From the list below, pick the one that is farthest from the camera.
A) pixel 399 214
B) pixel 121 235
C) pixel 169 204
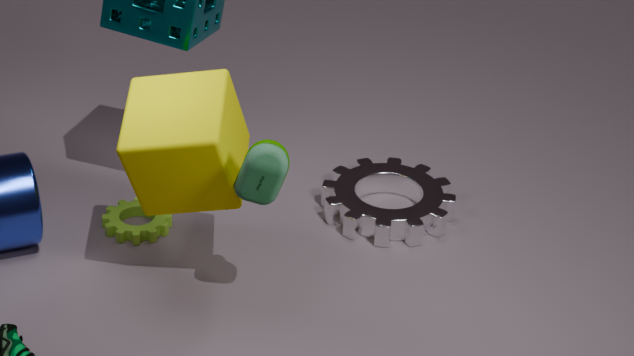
pixel 399 214
